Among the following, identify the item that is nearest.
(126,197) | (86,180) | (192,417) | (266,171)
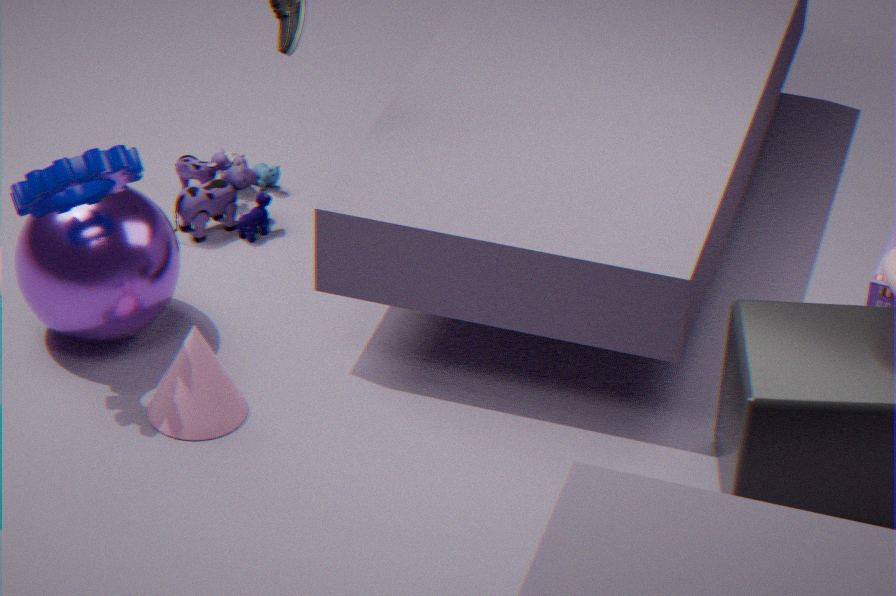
(86,180)
